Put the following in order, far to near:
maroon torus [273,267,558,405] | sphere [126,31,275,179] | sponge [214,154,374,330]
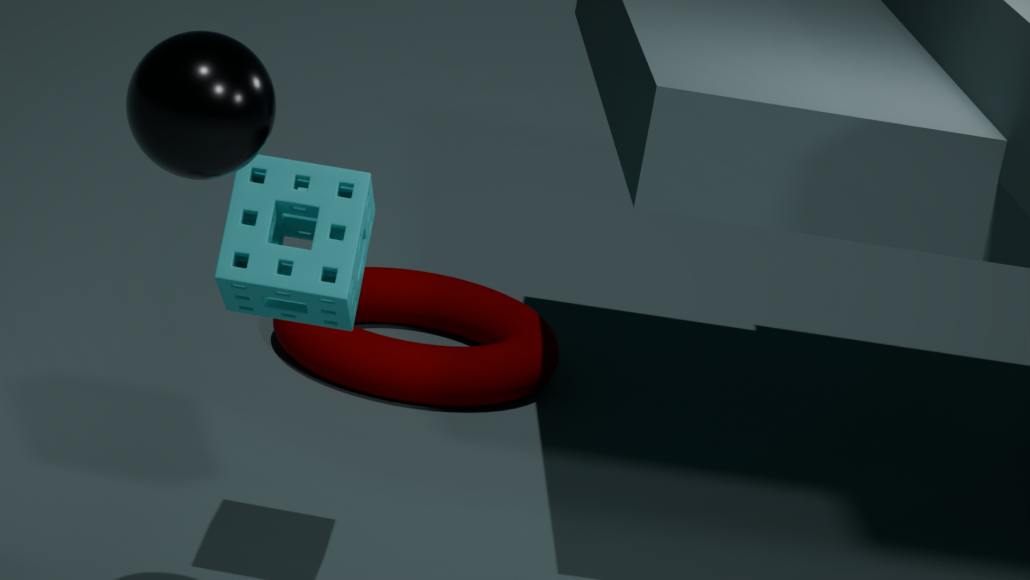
maroon torus [273,267,558,405], sponge [214,154,374,330], sphere [126,31,275,179]
